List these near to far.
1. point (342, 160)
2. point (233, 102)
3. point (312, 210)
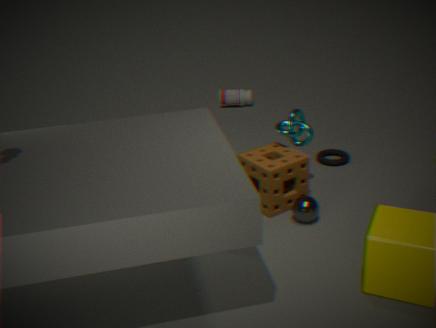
point (312, 210) < point (342, 160) < point (233, 102)
